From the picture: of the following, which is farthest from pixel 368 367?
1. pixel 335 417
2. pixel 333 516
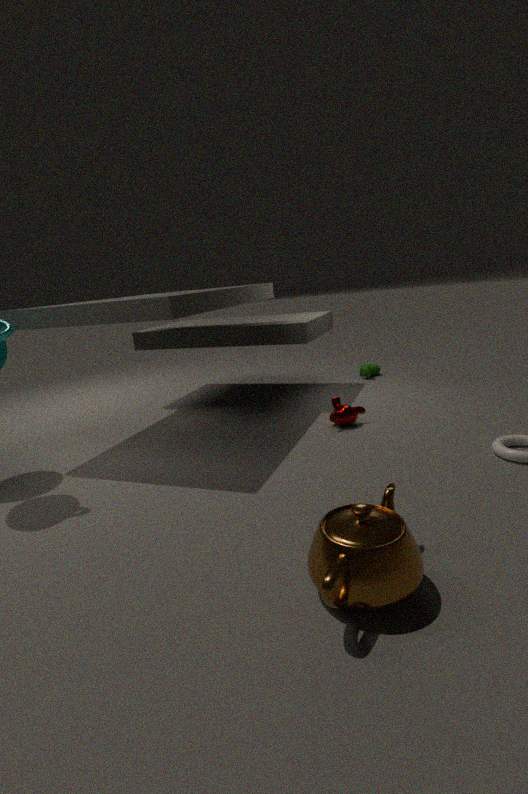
pixel 333 516
